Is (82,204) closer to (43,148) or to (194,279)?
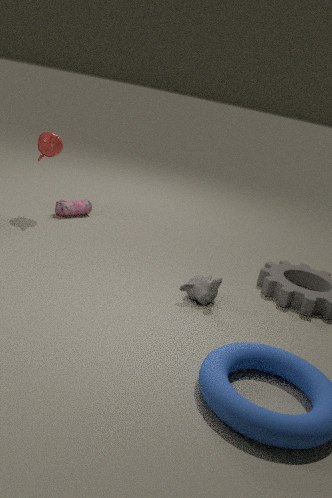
(43,148)
